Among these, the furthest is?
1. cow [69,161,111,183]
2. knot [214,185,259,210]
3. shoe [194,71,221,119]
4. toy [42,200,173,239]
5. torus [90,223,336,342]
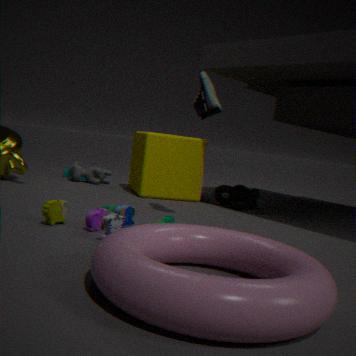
cow [69,161,111,183]
